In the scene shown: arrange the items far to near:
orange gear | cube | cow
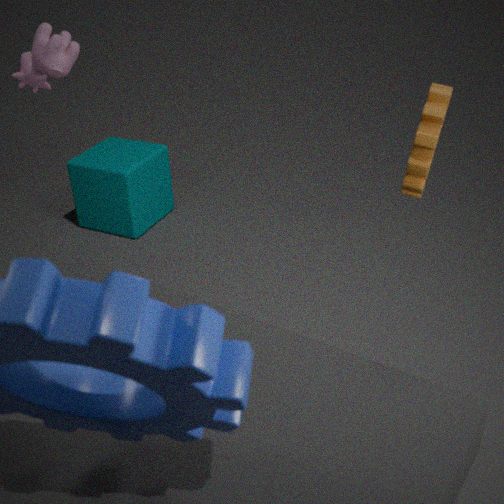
cube, cow, orange gear
